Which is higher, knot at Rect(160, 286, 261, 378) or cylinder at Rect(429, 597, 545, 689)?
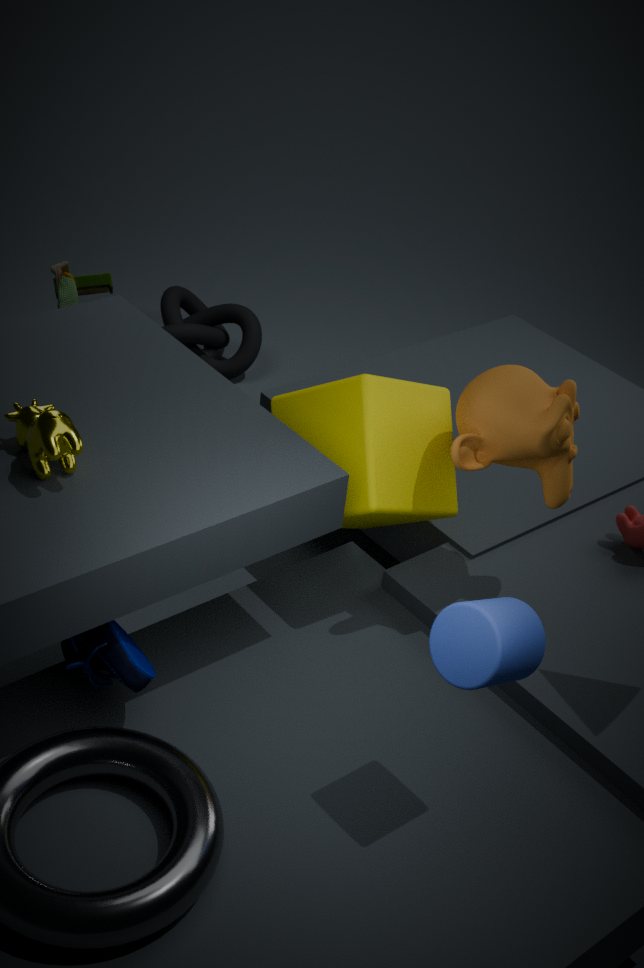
cylinder at Rect(429, 597, 545, 689)
